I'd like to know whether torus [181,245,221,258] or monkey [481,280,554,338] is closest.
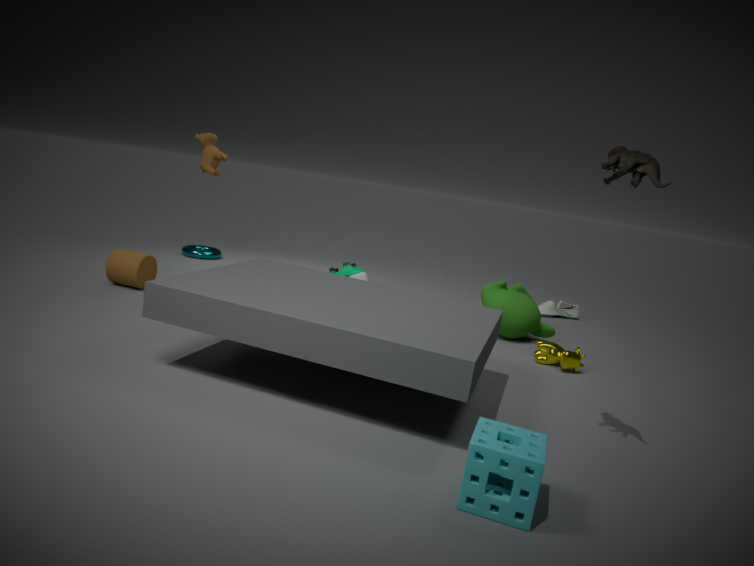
monkey [481,280,554,338]
